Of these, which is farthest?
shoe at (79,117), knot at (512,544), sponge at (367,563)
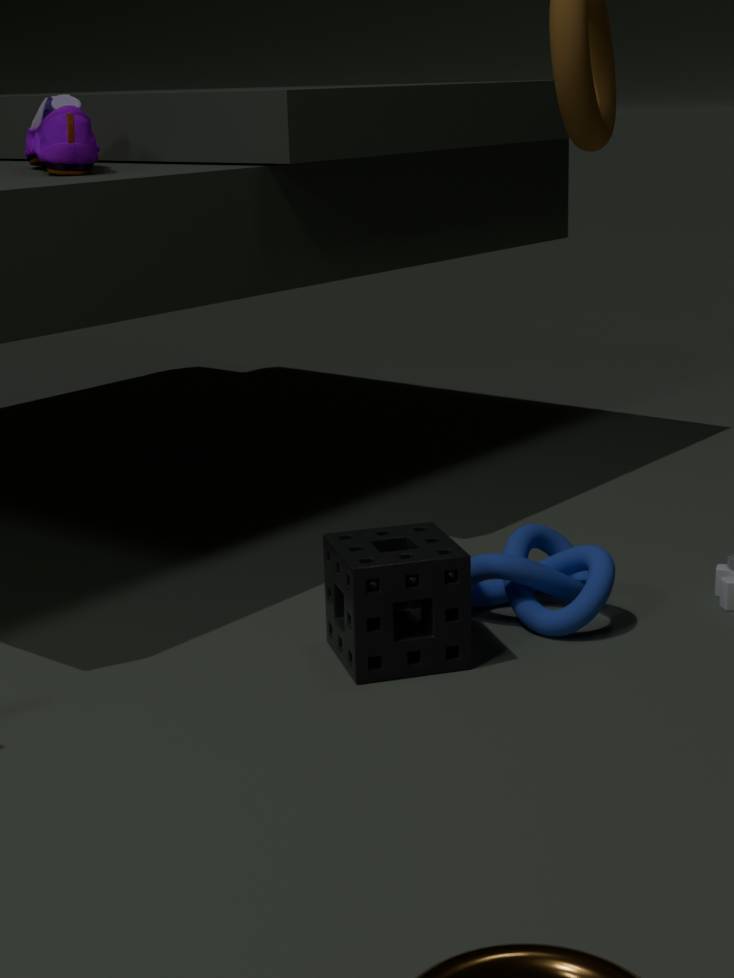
shoe at (79,117)
